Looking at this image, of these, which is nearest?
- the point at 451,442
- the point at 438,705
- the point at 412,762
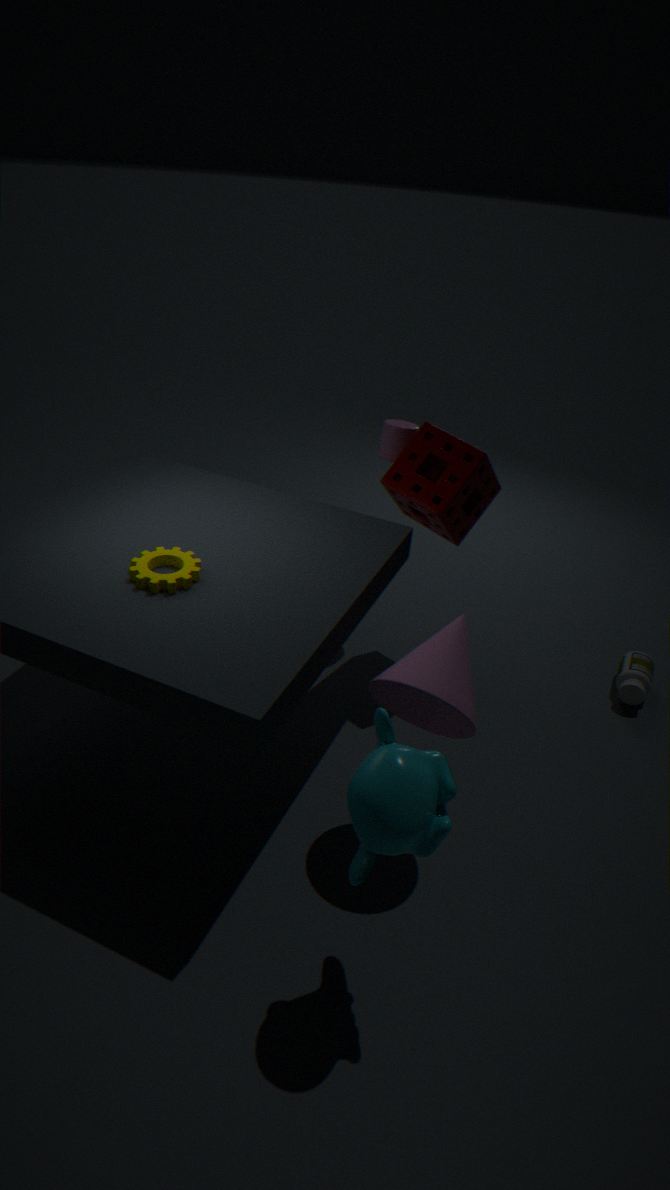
the point at 412,762
